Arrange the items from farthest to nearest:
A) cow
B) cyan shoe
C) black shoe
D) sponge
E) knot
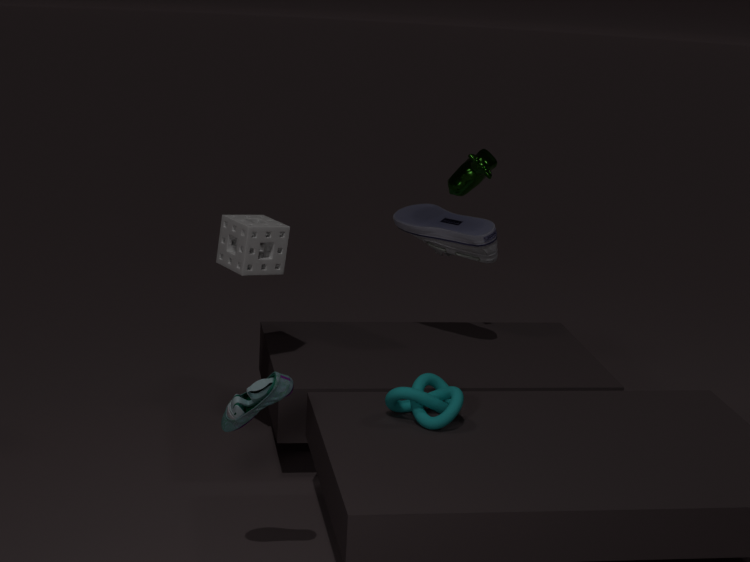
1. black shoe
2. cow
3. sponge
4. knot
5. cyan shoe
